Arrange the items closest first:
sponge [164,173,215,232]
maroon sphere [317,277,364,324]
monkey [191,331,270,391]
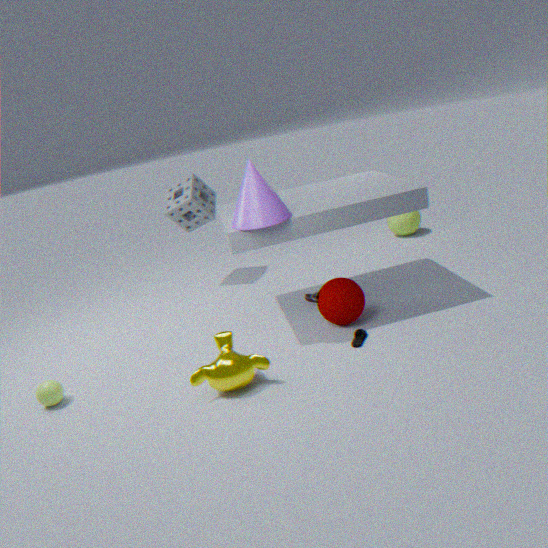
monkey [191,331,270,391], maroon sphere [317,277,364,324], sponge [164,173,215,232]
